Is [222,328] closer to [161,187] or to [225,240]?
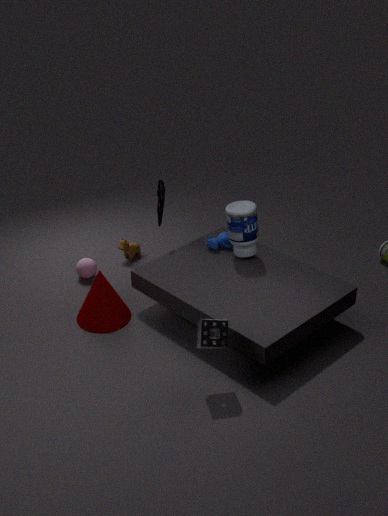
[225,240]
